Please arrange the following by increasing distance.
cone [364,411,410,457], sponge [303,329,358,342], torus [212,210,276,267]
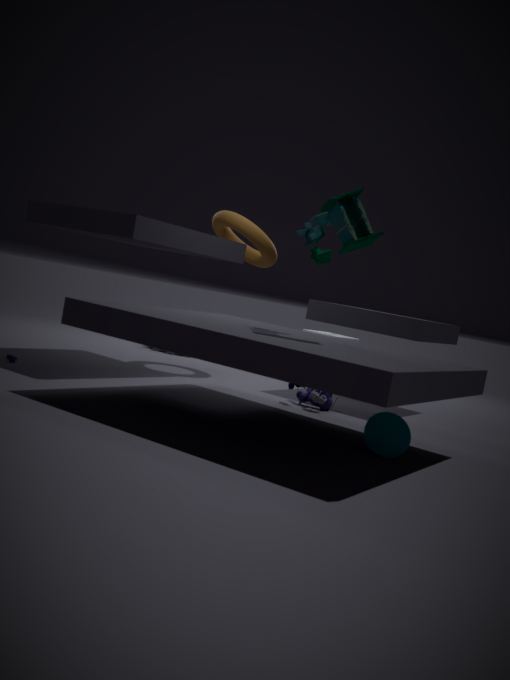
cone [364,411,410,457], torus [212,210,276,267], sponge [303,329,358,342]
